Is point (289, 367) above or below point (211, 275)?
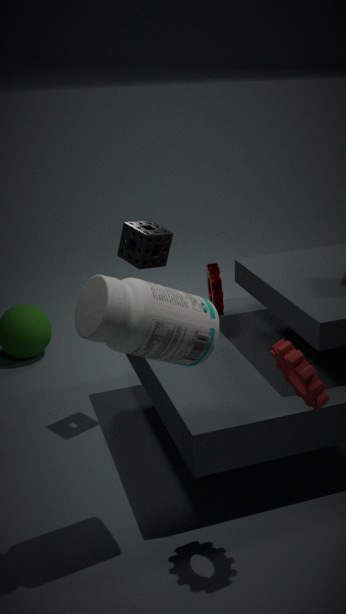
above
